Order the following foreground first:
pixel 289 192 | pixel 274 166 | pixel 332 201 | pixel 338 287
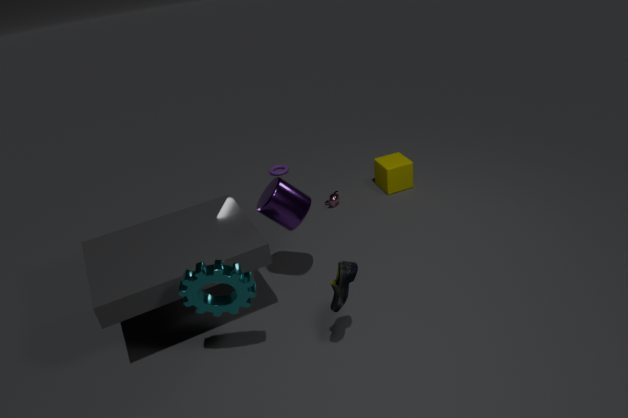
pixel 338 287, pixel 289 192, pixel 332 201, pixel 274 166
